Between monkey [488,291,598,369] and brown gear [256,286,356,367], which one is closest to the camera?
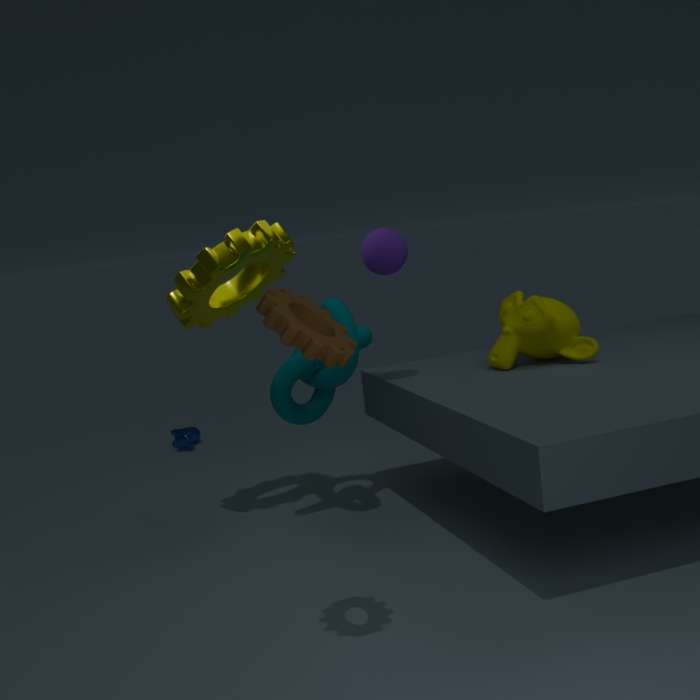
brown gear [256,286,356,367]
